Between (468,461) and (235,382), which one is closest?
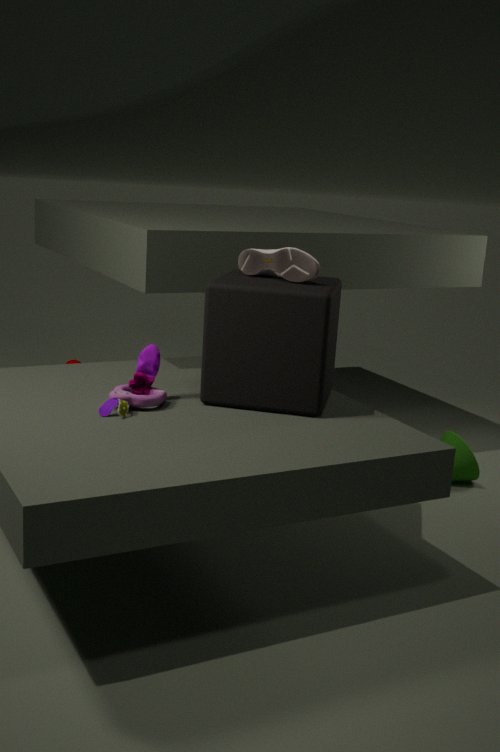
(235,382)
